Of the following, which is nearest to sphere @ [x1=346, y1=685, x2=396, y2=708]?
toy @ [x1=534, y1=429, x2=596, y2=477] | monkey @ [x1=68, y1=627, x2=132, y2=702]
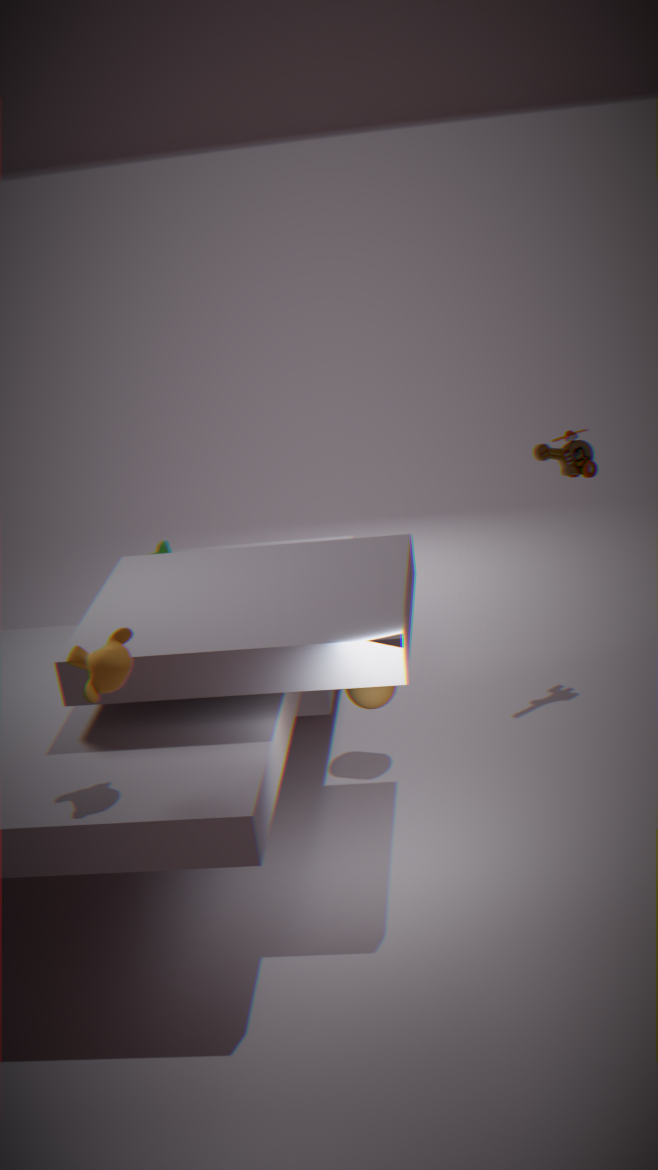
monkey @ [x1=68, y1=627, x2=132, y2=702]
